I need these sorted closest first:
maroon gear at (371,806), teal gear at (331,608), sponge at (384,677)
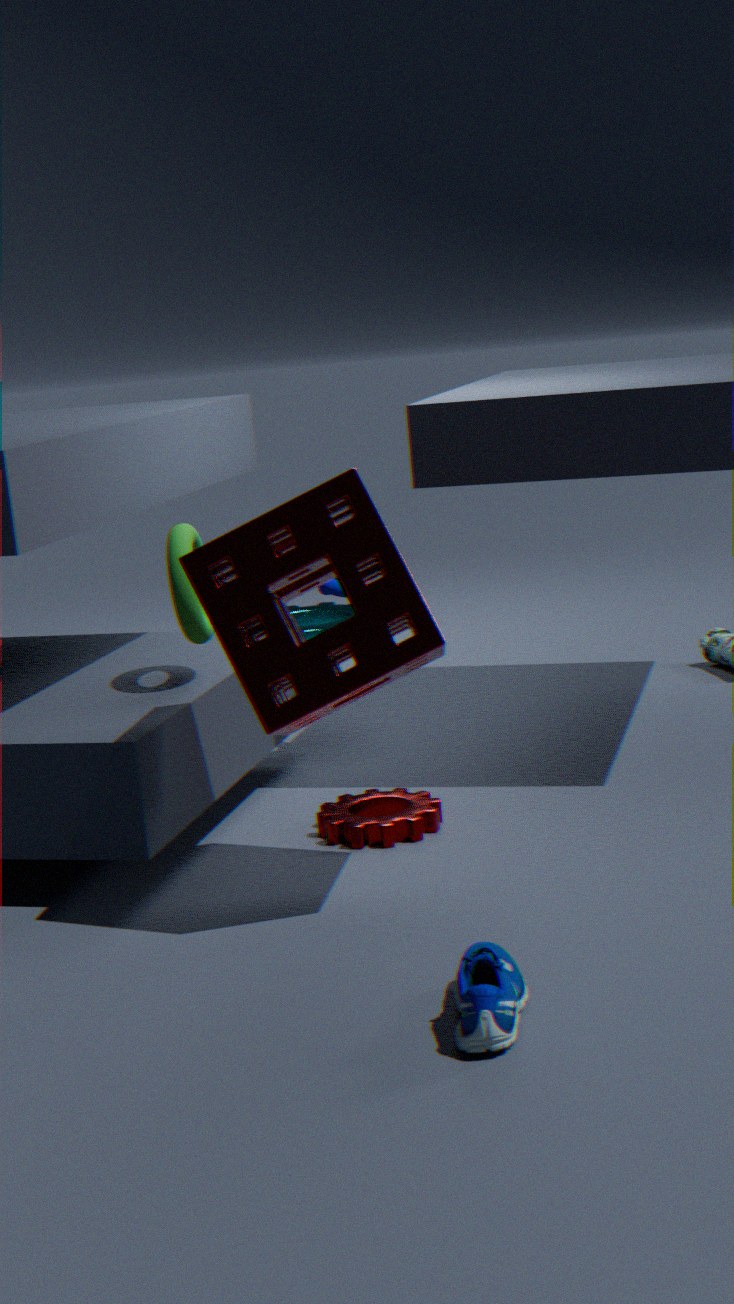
1. sponge at (384,677)
2. maroon gear at (371,806)
3. teal gear at (331,608)
